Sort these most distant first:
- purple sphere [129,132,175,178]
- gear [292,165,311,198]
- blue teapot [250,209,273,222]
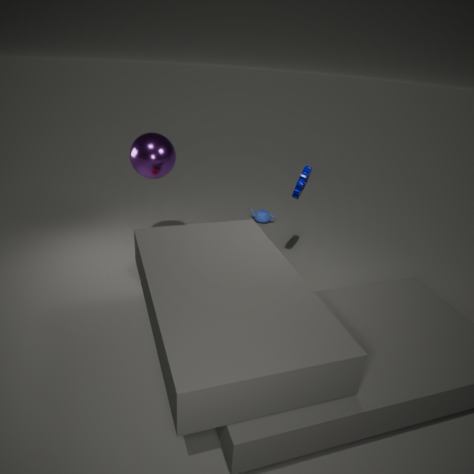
blue teapot [250,209,273,222] < gear [292,165,311,198] < purple sphere [129,132,175,178]
